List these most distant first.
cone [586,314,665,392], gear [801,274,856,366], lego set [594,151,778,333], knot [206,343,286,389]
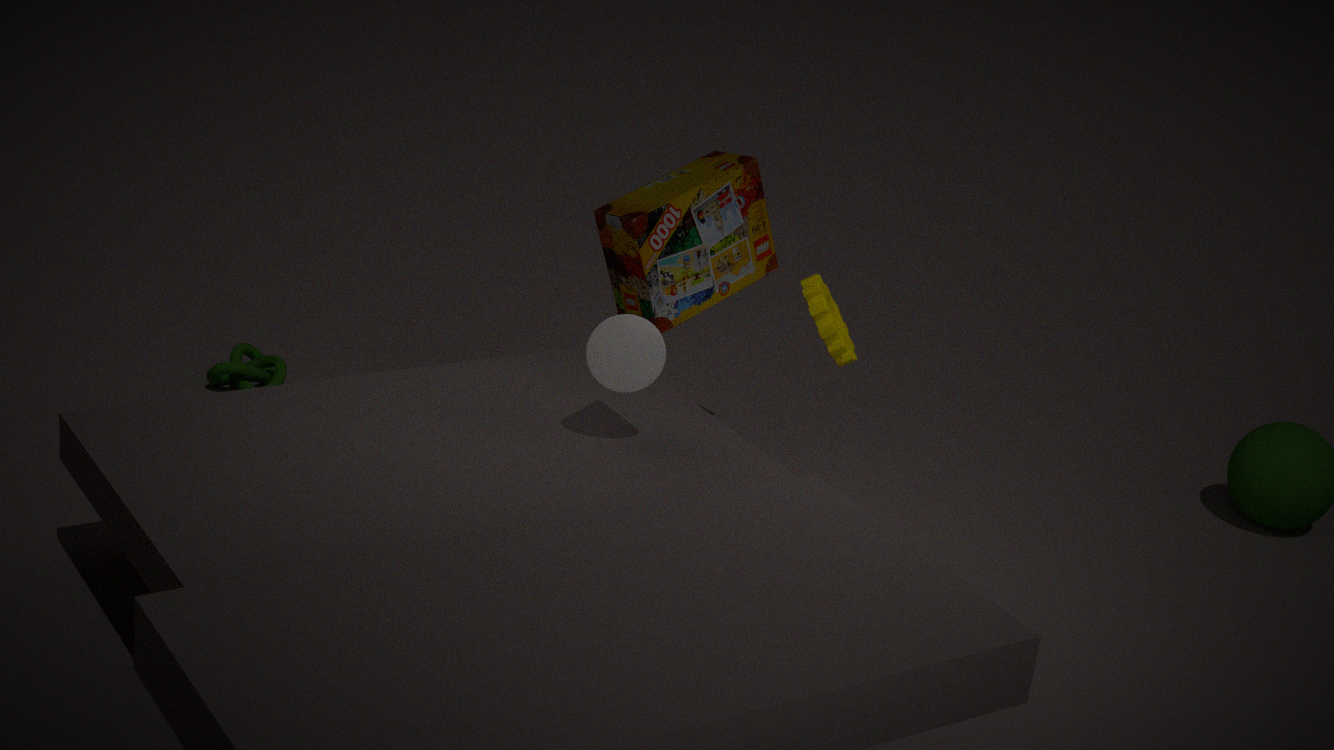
knot [206,343,286,389], lego set [594,151,778,333], gear [801,274,856,366], cone [586,314,665,392]
